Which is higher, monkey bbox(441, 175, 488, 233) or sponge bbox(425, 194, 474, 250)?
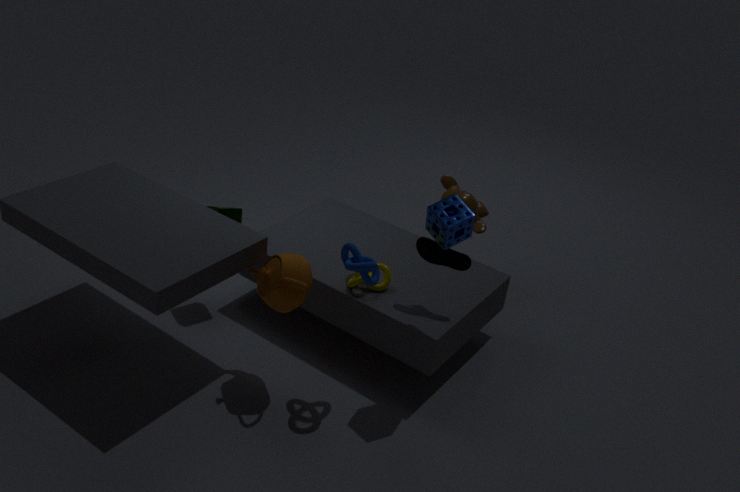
sponge bbox(425, 194, 474, 250)
